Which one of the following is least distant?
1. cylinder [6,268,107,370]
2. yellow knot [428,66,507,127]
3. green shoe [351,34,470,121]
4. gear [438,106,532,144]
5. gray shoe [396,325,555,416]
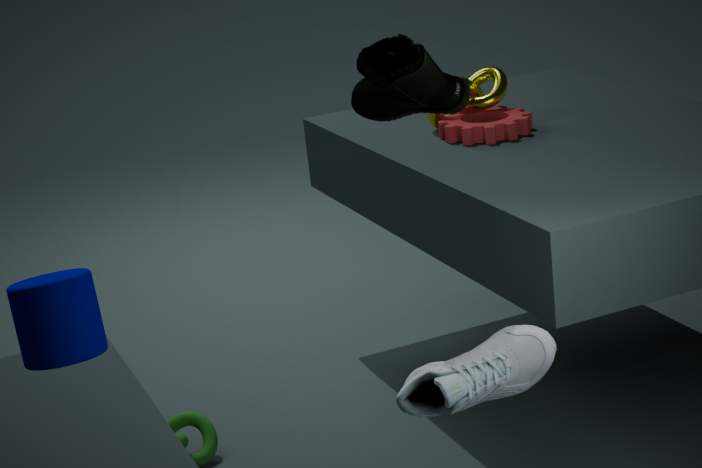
cylinder [6,268,107,370]
